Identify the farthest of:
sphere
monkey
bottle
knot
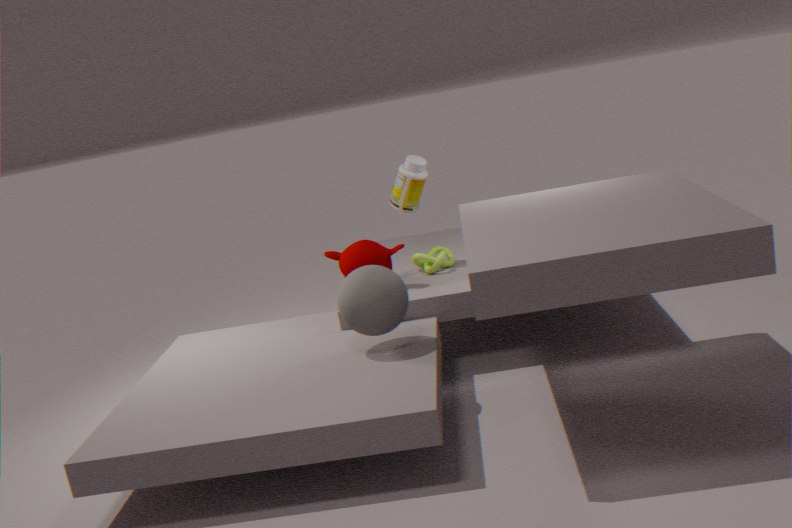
bottle
